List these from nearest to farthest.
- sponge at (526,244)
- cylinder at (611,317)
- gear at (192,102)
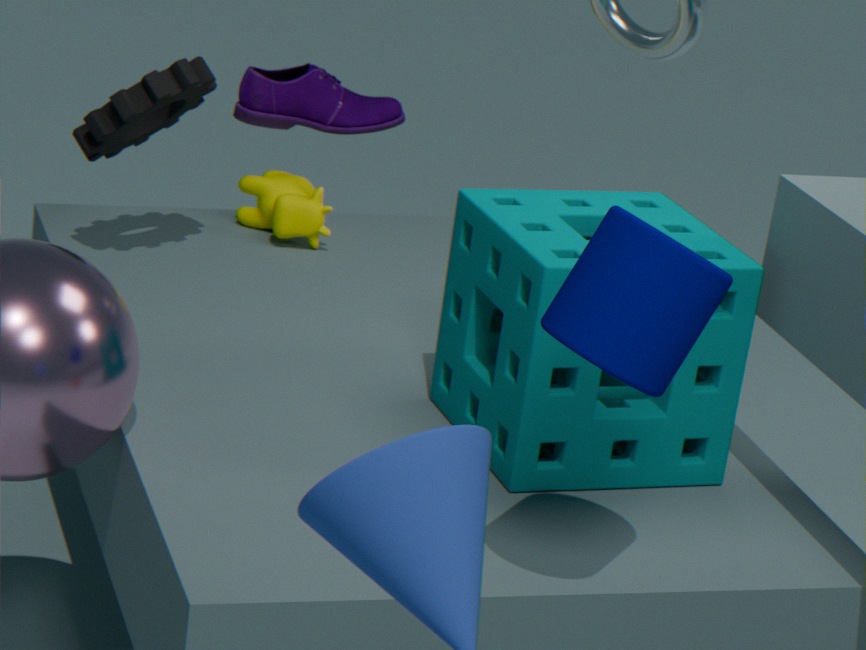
cylinder at (611,317) → sponge at (526,244) → gear at (192,102)
